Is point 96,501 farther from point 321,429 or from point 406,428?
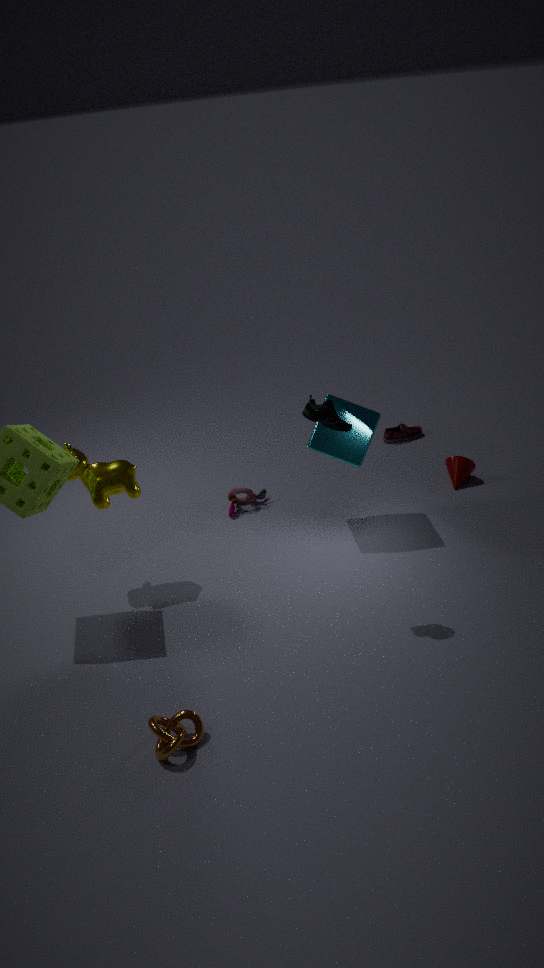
point 406,428
